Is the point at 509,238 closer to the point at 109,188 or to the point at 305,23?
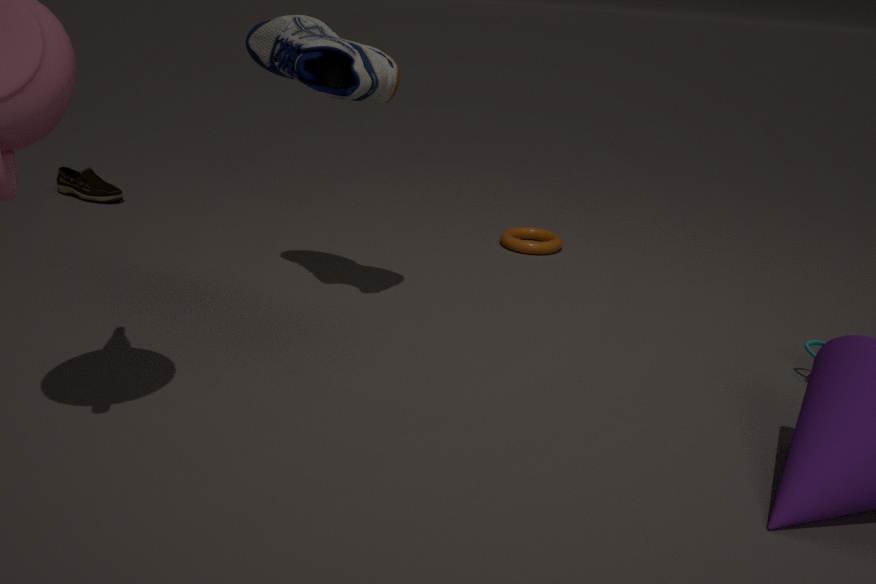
the point at 305,23
